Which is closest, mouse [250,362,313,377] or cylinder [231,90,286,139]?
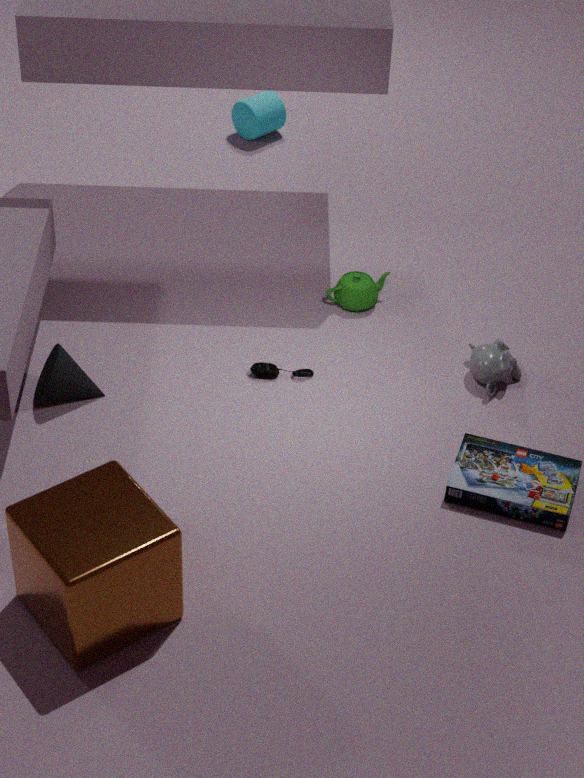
mouse [250,362,313,377]
